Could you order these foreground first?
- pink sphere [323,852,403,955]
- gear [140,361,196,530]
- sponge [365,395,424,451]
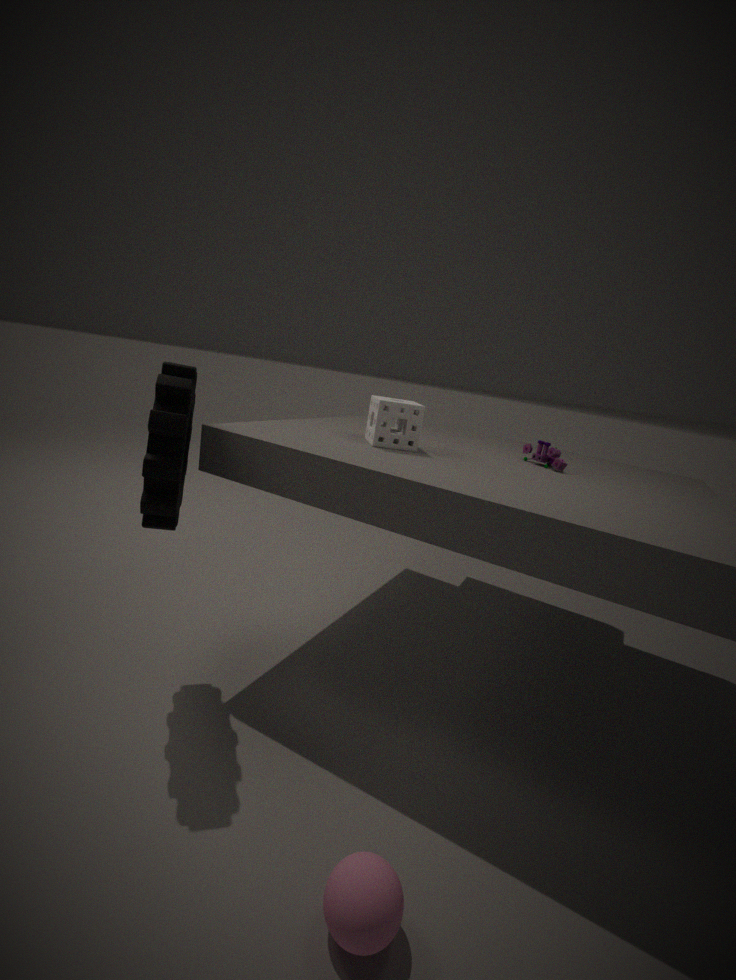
1. pink sphere [323,852,403,955]
2. gear [140,361,196,530]
3. sponge [365,395,424,451]
